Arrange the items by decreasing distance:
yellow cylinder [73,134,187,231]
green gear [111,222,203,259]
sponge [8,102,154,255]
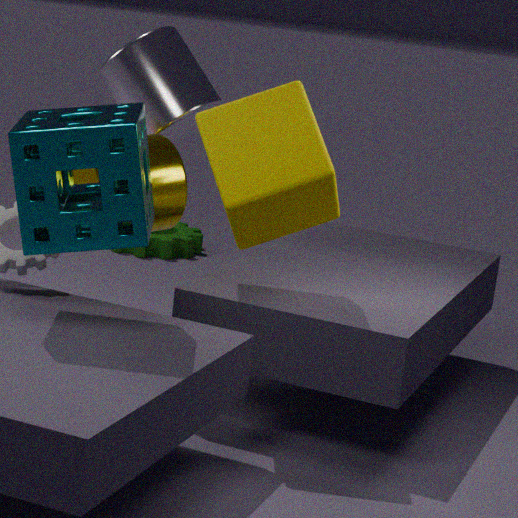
green gear [111,222,203,259] < yellow cylinder [73,134,187,231] < sponge [8,102,154,255]
